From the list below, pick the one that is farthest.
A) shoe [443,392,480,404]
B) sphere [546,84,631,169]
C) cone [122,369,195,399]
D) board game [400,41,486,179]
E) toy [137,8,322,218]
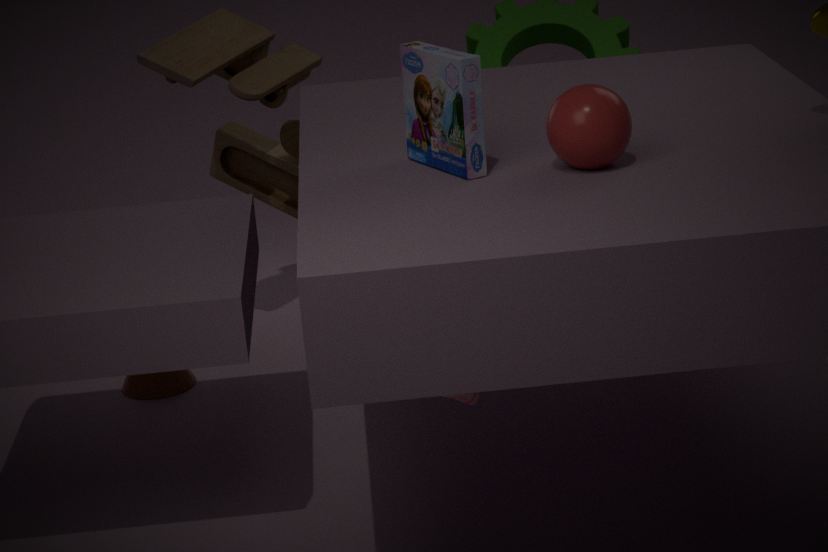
toy [137,8,322,218]
